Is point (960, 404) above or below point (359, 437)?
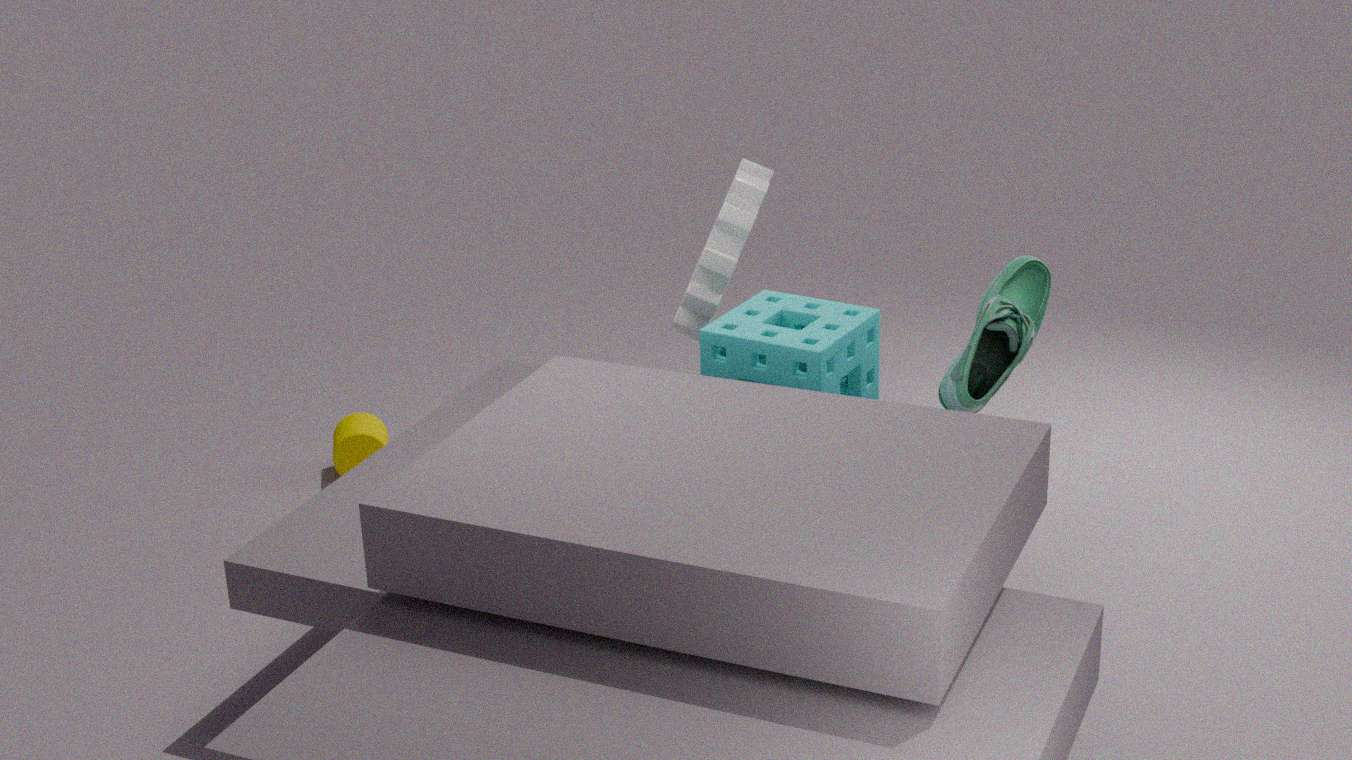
above
